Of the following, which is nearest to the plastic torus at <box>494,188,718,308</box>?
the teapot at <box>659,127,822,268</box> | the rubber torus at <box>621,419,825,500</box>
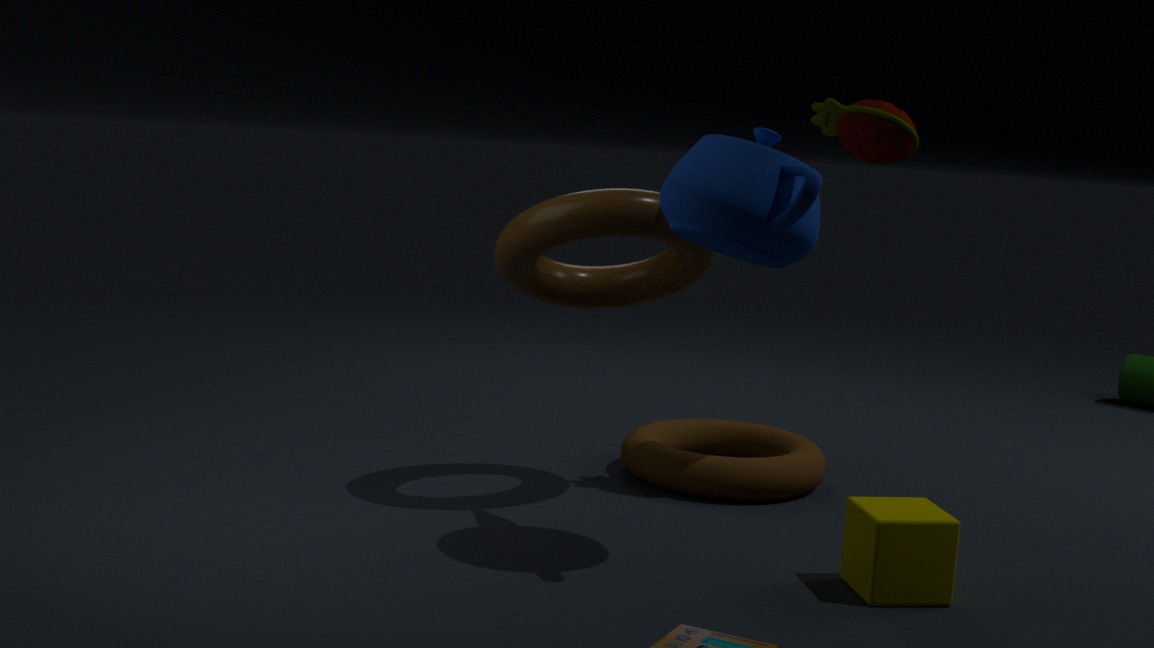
the teapot at <box>659,127,822,268</box>
